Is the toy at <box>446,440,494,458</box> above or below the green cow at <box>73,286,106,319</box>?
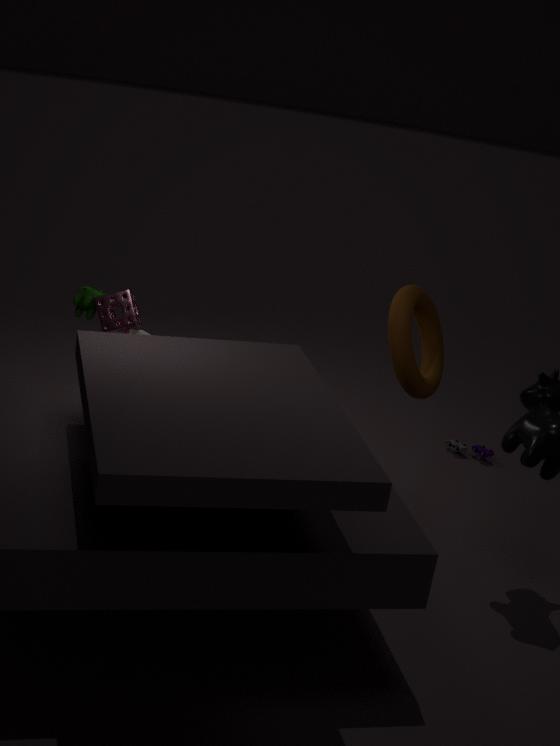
below
